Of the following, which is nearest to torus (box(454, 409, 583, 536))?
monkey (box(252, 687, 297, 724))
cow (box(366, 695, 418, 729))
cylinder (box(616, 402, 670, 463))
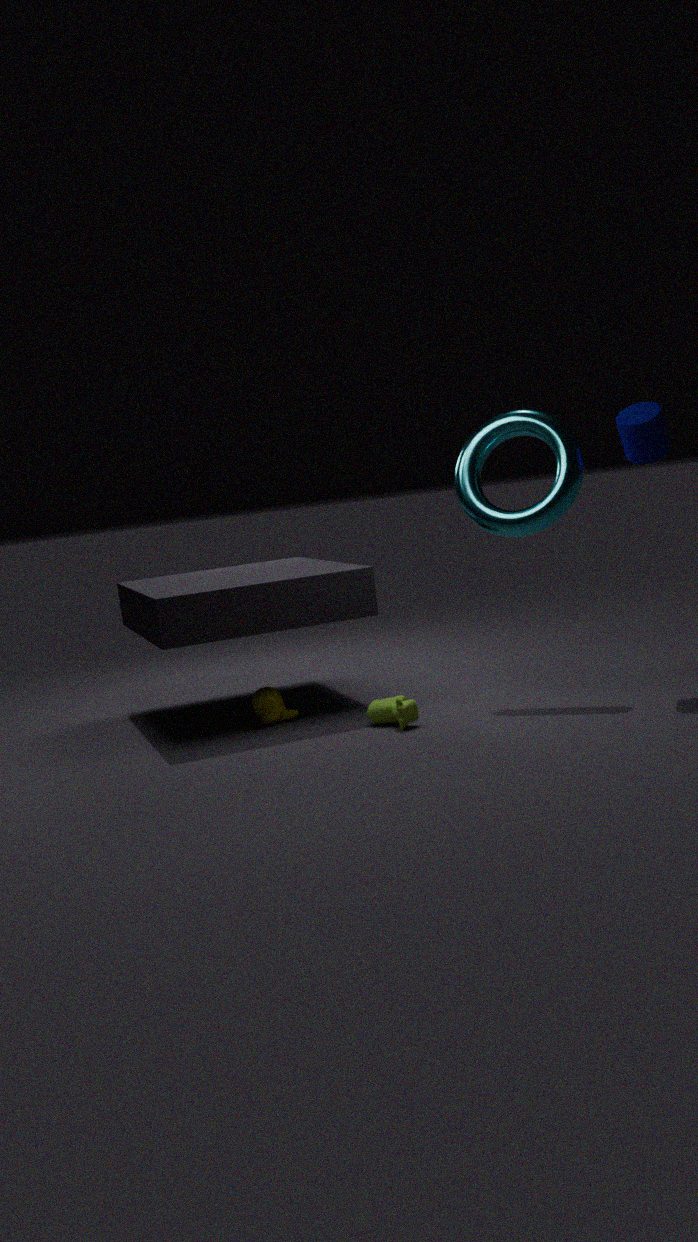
cylinder (box(616, 402, 670, 463))
